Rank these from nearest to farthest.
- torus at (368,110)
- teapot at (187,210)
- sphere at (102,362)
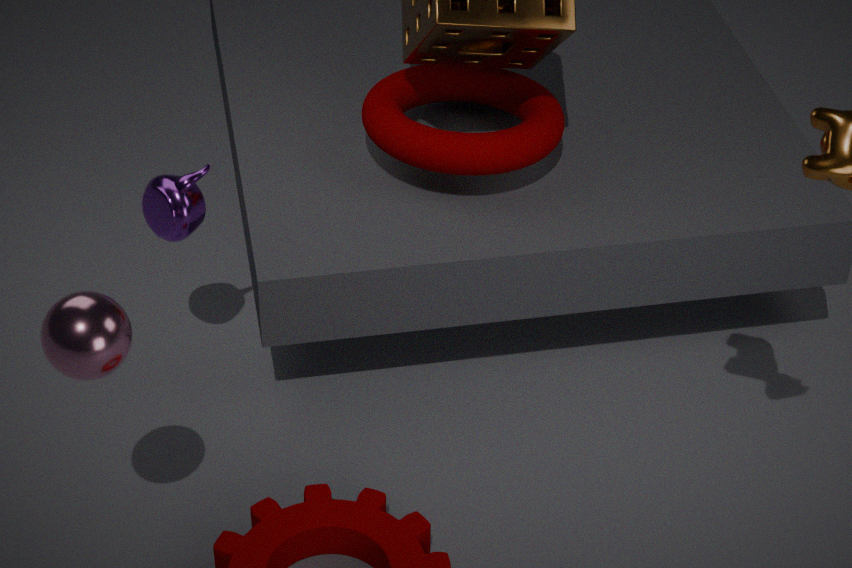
sphere at (102,362)
teapot at (187,210)
torus at (368,110)
